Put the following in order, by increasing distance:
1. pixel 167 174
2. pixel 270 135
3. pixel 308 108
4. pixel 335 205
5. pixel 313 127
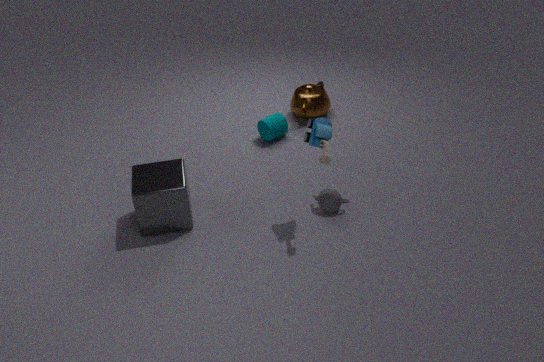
pixel 313 127
pixel 167 174
pixel 335 205
pixel 270 135
pixel 308 108
